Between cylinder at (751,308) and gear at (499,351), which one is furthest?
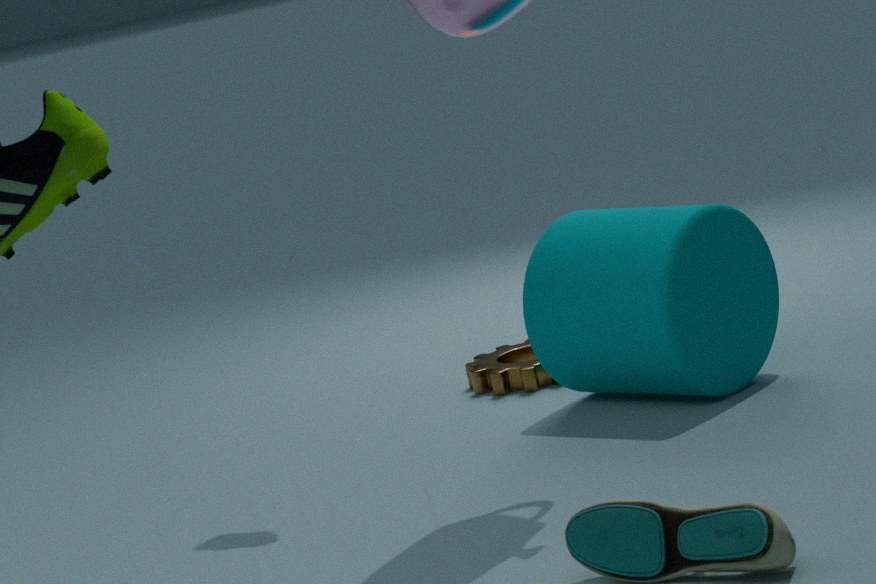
gear at (499,351)
